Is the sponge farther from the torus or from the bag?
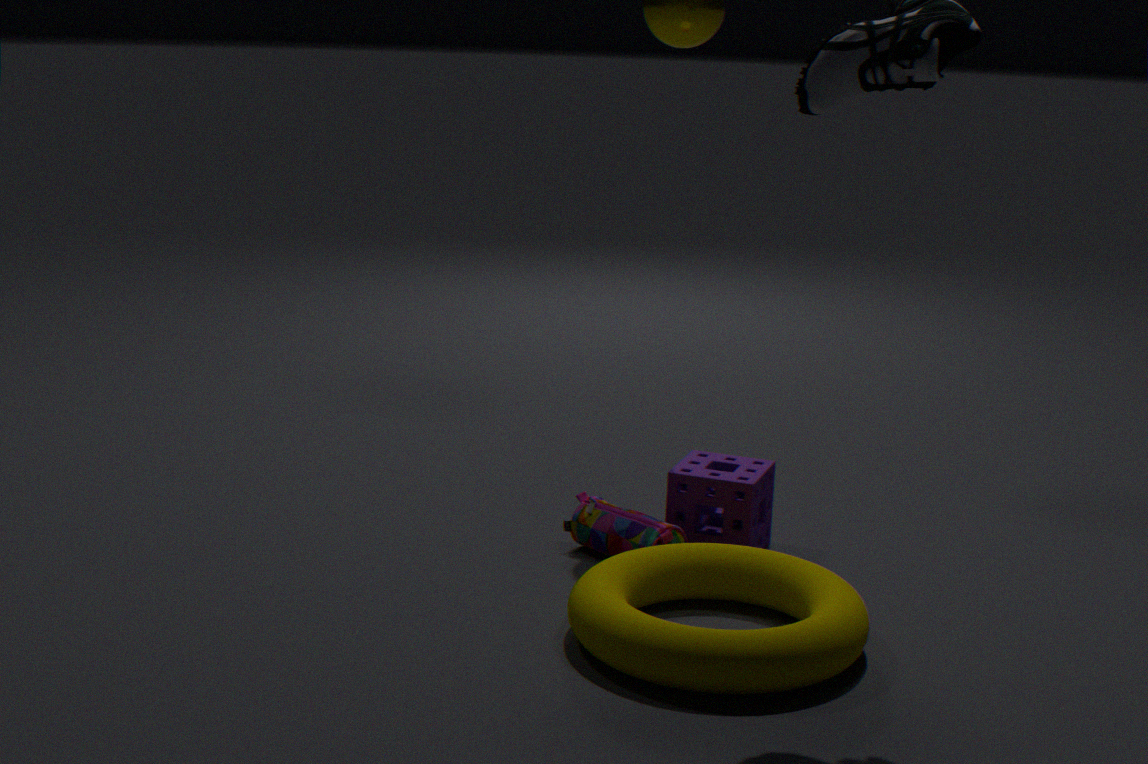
→ the torus
